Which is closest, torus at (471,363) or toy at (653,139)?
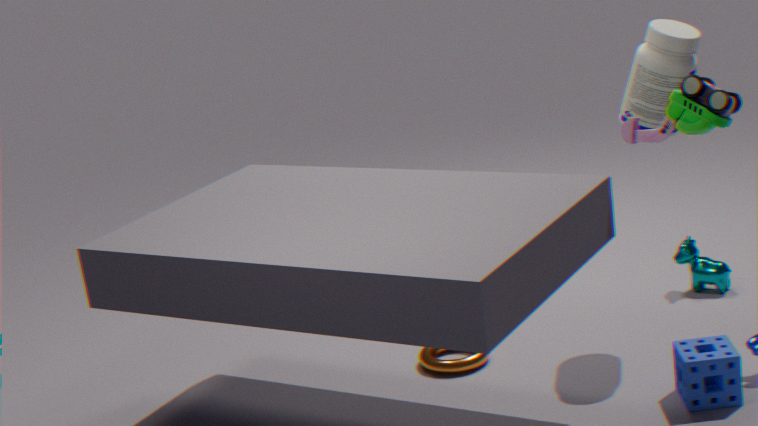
toy at (653,139)
